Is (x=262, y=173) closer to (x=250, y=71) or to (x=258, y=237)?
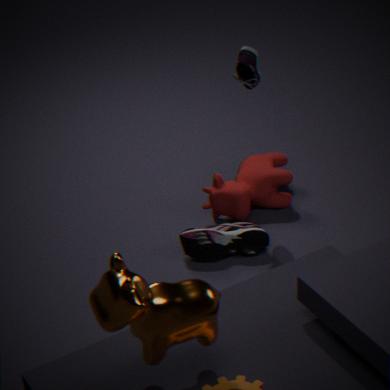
(x=258, y=237)
